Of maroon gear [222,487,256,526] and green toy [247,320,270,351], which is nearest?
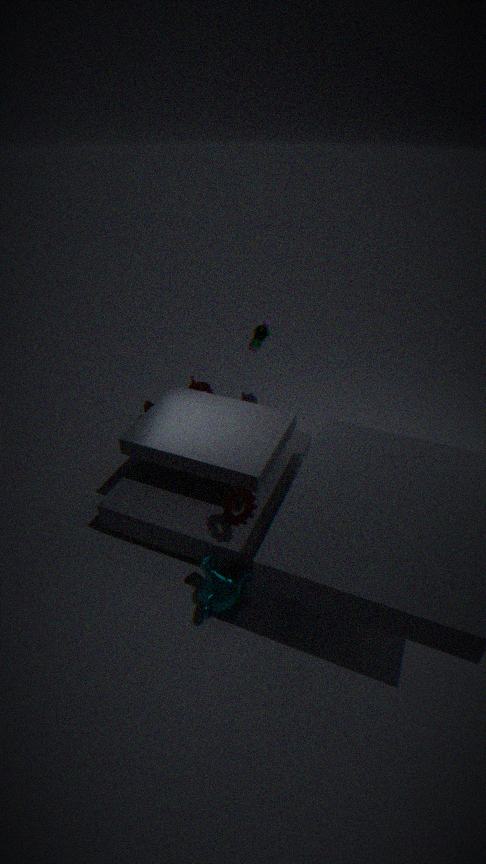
maroon gear [222,487,256,526]
